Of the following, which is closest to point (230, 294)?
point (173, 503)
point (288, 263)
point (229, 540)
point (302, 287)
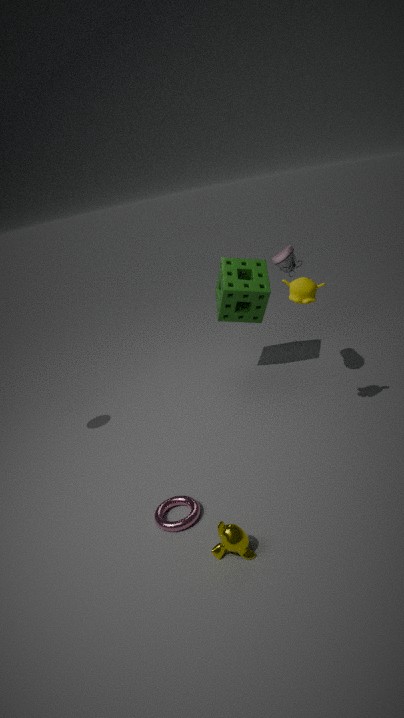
point (288, 263)
